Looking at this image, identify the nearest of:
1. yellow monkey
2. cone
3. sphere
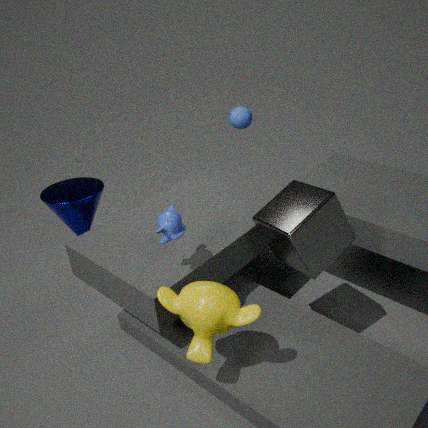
yellow monkey
